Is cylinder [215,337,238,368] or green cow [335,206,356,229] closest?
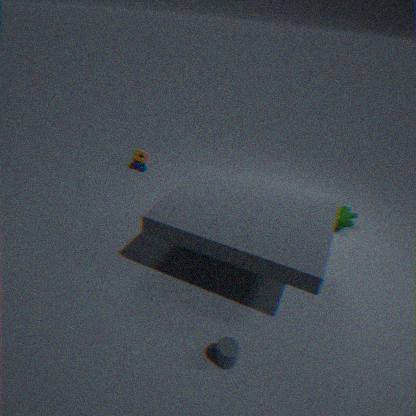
cylinder [215,337,238,368]
